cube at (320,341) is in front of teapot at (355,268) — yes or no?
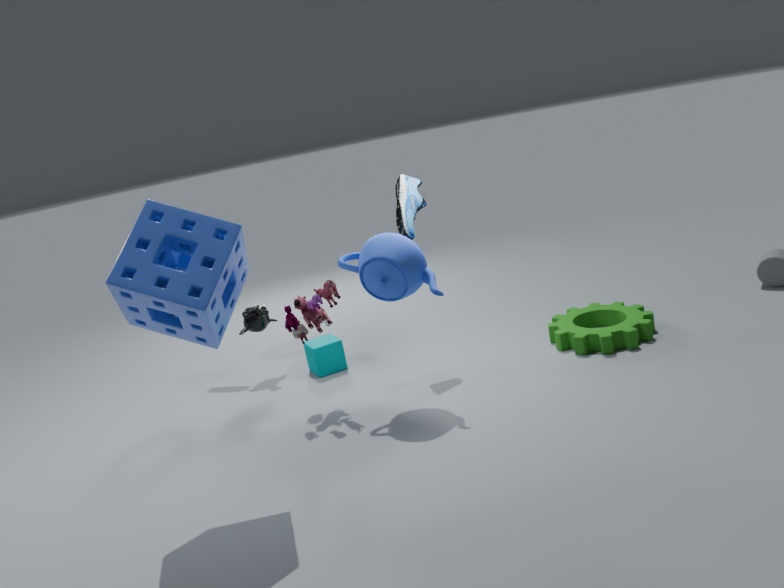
No
